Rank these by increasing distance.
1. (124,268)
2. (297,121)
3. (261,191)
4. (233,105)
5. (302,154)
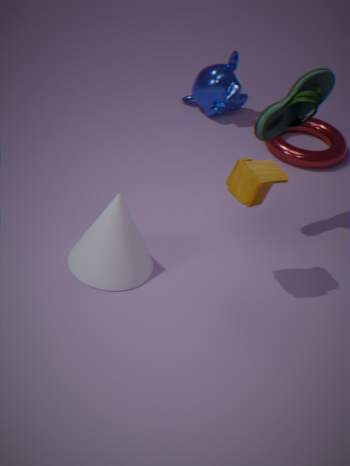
(261,191), (124,268), (297,121), (302,154), (233,105)
